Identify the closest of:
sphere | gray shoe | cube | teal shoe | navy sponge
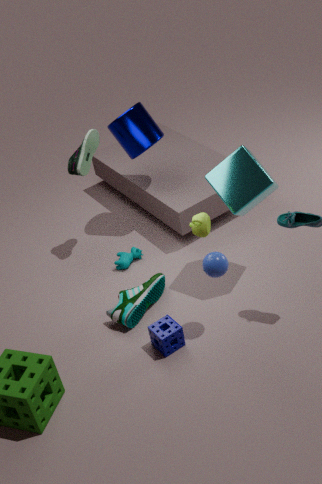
sphere
